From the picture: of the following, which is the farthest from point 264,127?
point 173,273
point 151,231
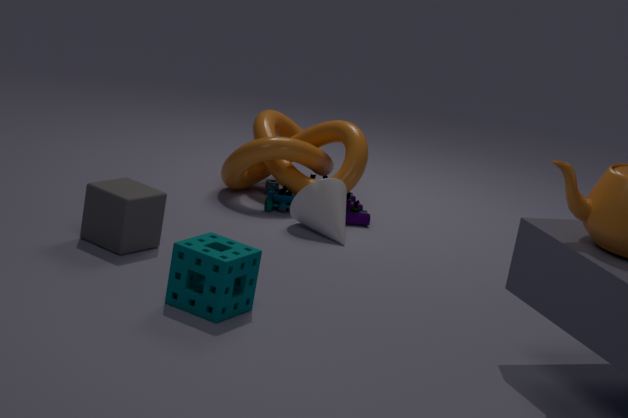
point 173,273
